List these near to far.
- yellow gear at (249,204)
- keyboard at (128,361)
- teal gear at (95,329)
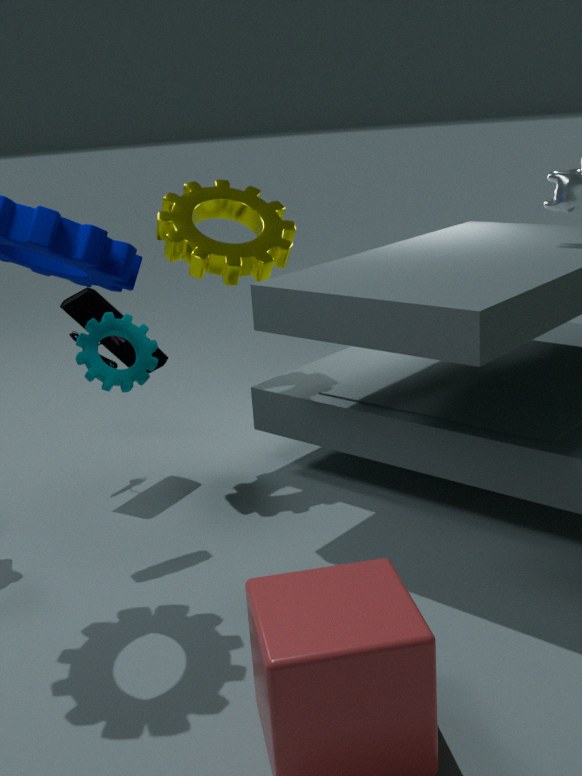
teal gear at (95,329) < yellow gear at (249,204) < keyboard at (128,361)
